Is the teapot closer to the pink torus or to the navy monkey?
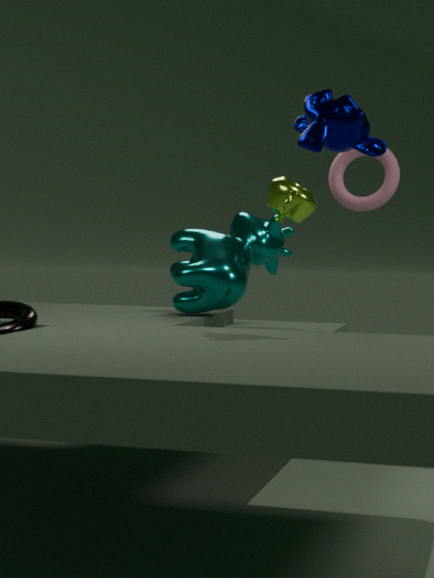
the pink torus
